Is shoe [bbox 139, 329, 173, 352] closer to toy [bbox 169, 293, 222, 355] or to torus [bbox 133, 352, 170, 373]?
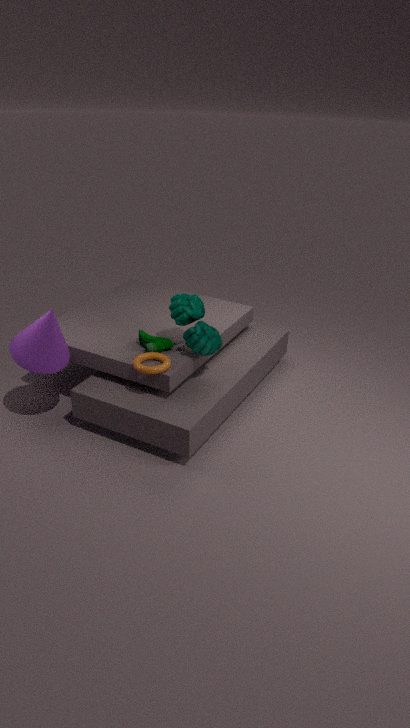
torus [bbox 133, 352, 170, 373]
